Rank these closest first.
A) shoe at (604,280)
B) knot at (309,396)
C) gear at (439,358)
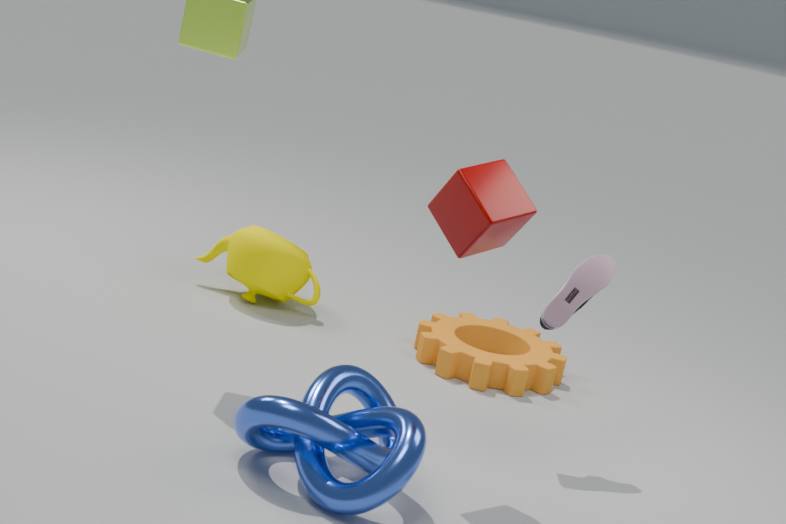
knot at (309,396)
shoe at (604,280)
gear at (439,358)
